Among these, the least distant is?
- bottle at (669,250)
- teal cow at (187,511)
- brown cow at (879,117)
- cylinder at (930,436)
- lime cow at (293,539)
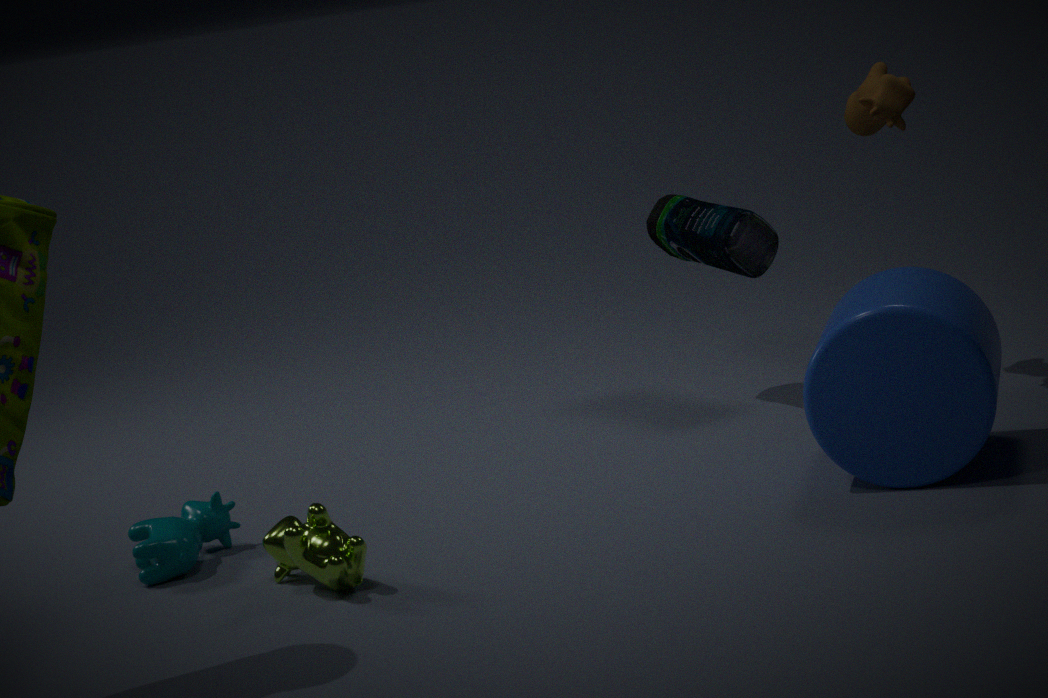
lime cow at (293,539)
